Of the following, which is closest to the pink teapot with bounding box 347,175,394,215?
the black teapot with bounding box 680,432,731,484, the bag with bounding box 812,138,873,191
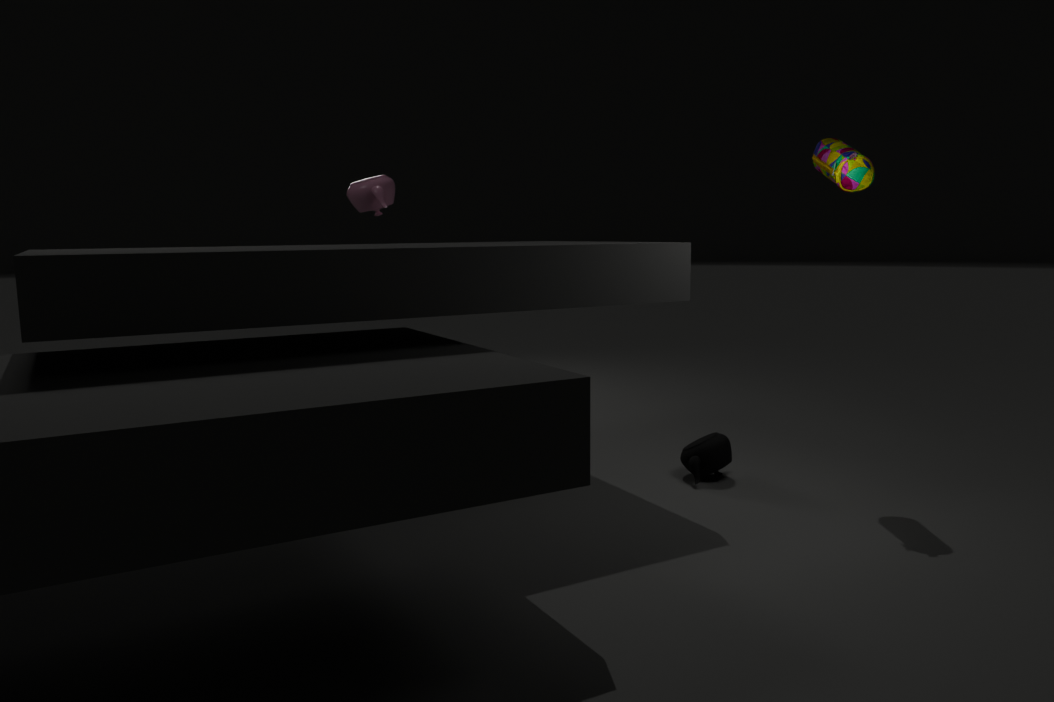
the black teapot with bounding box 680,432,731,484
